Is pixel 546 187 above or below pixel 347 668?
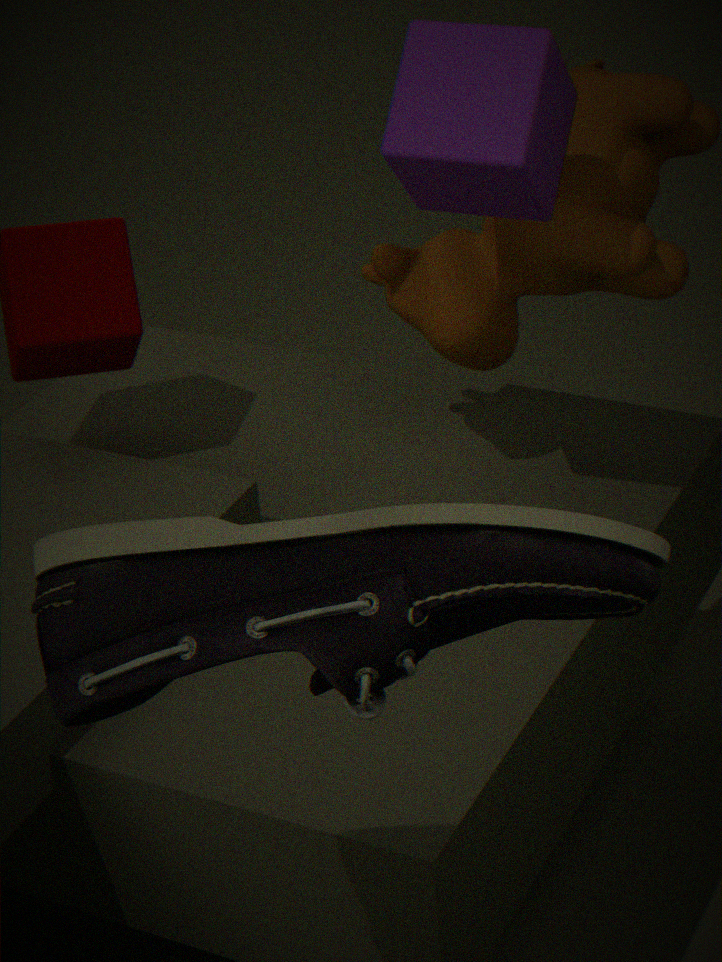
above
